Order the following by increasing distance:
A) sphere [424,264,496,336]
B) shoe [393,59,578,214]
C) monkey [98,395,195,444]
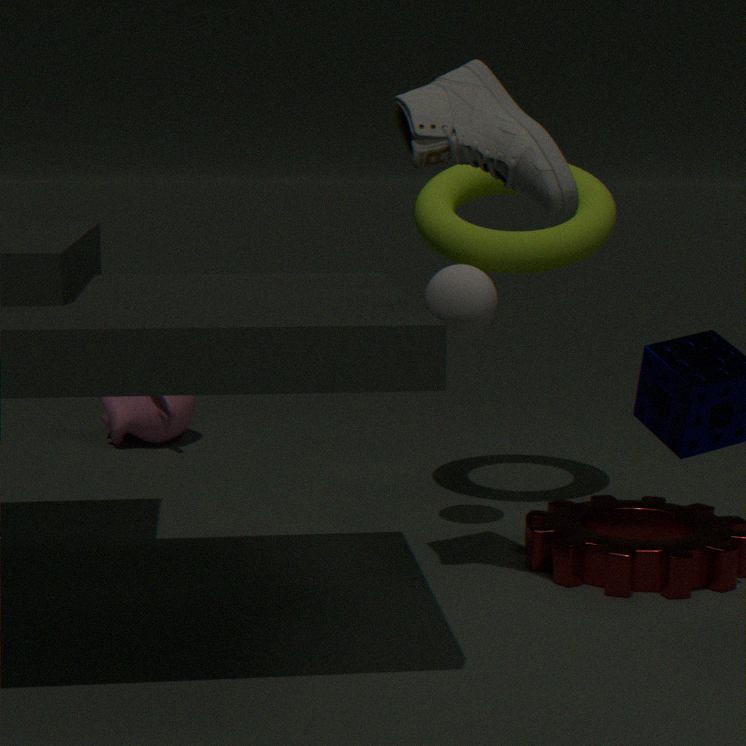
shoe [393,59,578,214] < sphere [424,264,496,336] < monkey [98,395,195,444]
